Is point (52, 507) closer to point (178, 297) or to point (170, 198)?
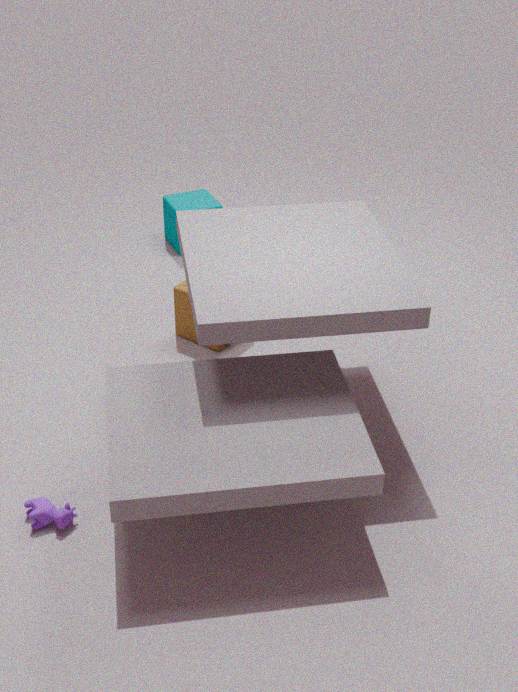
point (178, 297)
